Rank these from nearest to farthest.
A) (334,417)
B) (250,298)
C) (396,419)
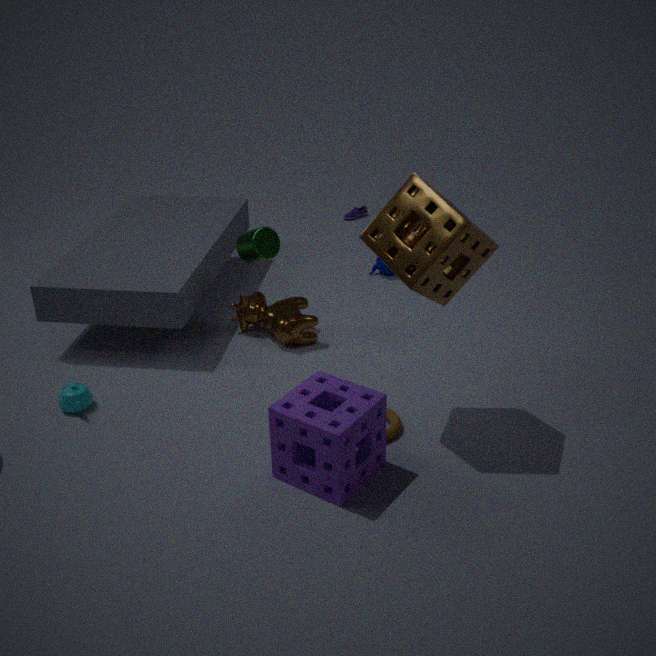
(334,417), (396,419), (250,298)
